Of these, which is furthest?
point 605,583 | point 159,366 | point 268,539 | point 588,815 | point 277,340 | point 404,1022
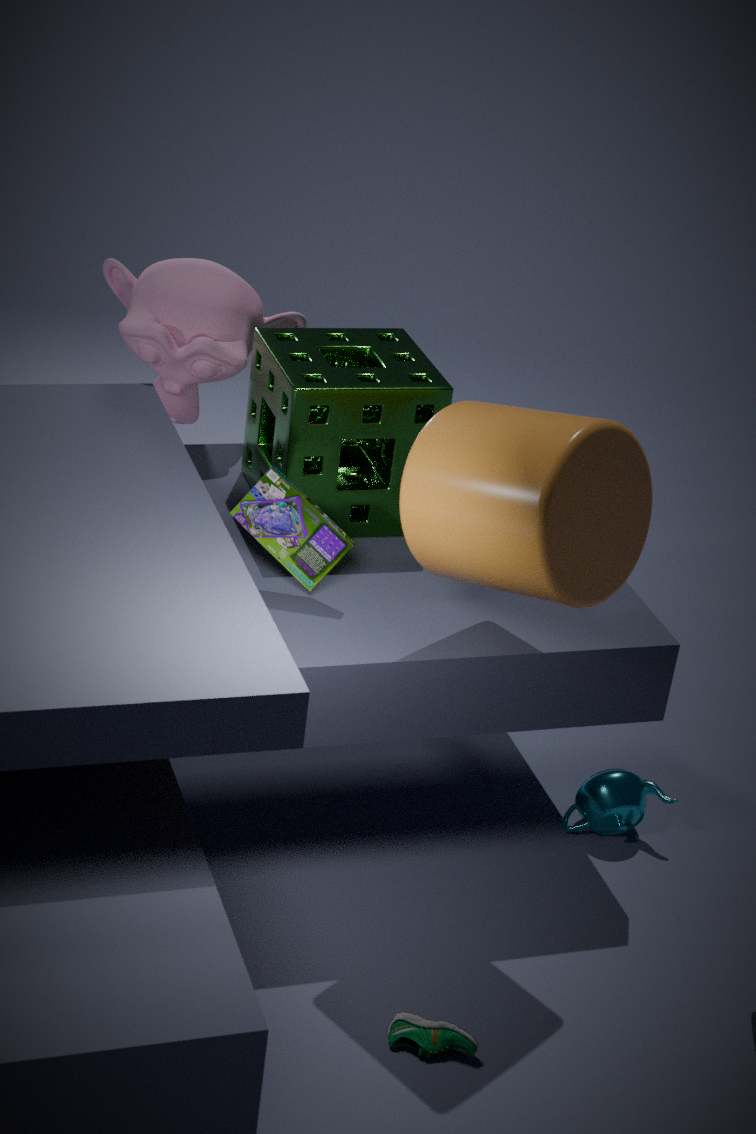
point 159,366
